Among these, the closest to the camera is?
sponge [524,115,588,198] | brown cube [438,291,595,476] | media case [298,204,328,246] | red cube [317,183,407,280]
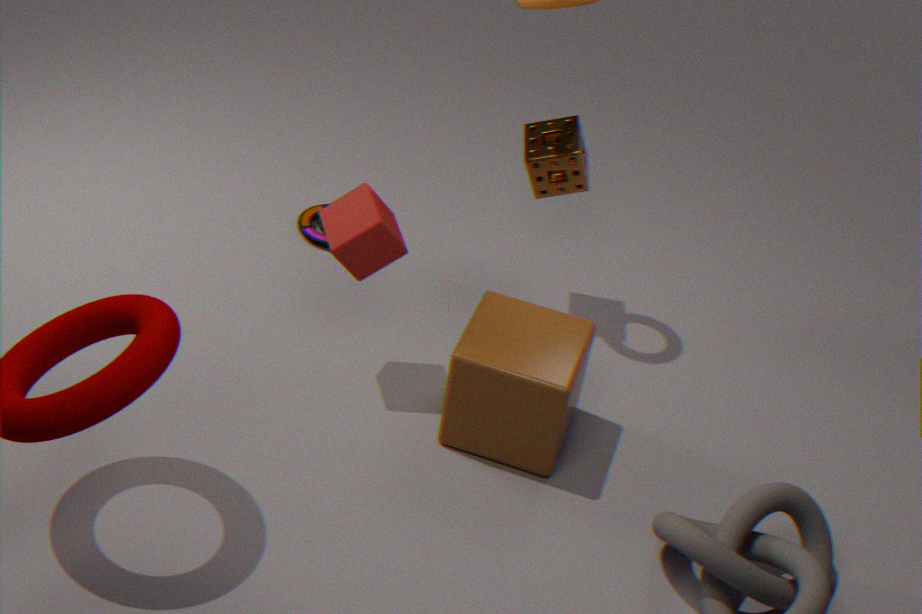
brown cube [438,291,595,476]
